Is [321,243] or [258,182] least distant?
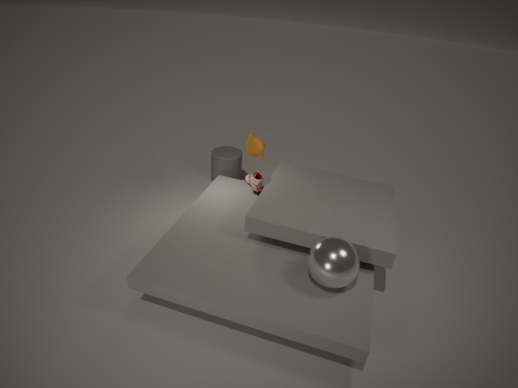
[321,243]
